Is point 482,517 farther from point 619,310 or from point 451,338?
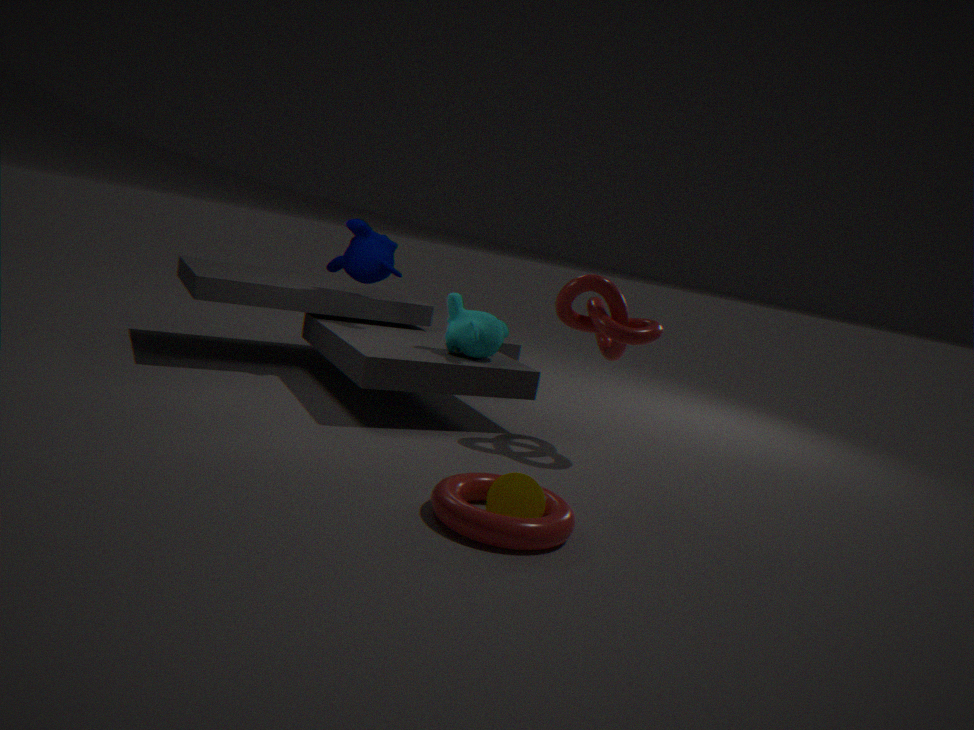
point 451,338
